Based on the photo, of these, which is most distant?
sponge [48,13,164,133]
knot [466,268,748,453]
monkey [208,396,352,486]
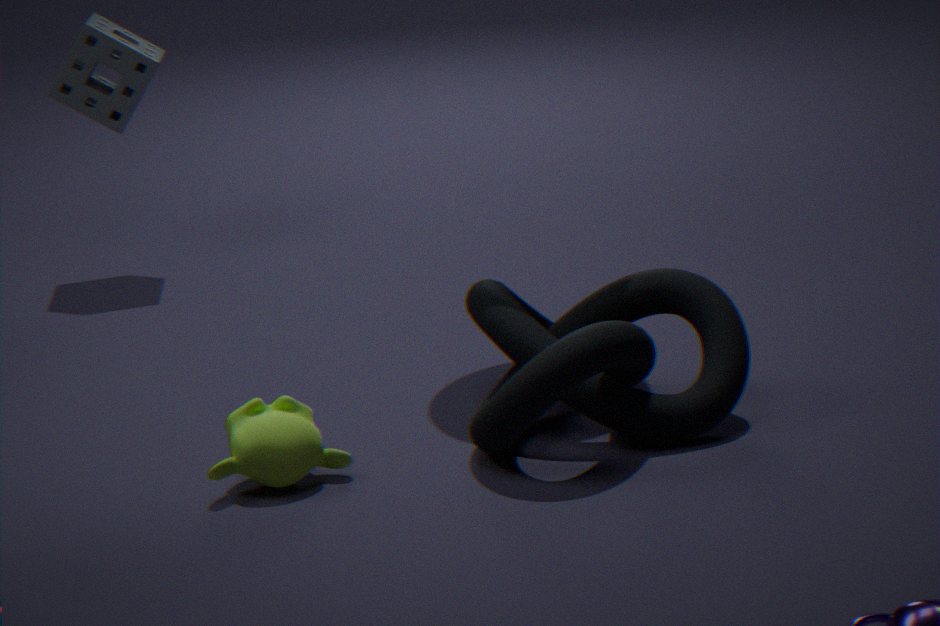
sponge [48,13,164,133]
